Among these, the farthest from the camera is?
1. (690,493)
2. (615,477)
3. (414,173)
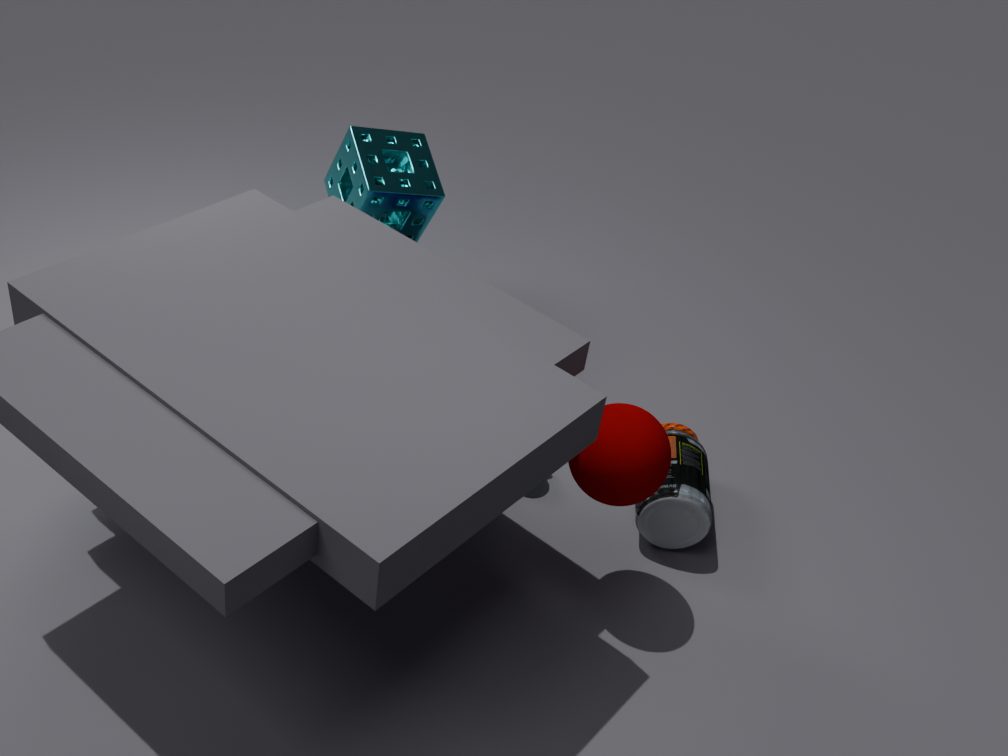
(414,173)
